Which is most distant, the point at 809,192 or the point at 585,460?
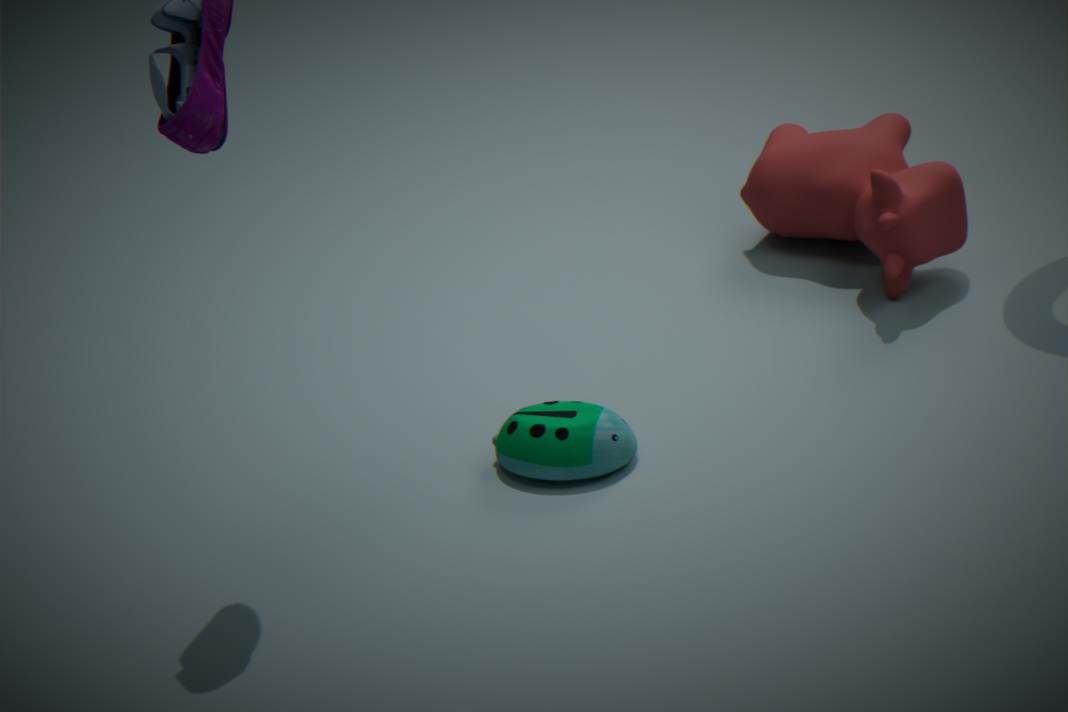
the point at 809,192
